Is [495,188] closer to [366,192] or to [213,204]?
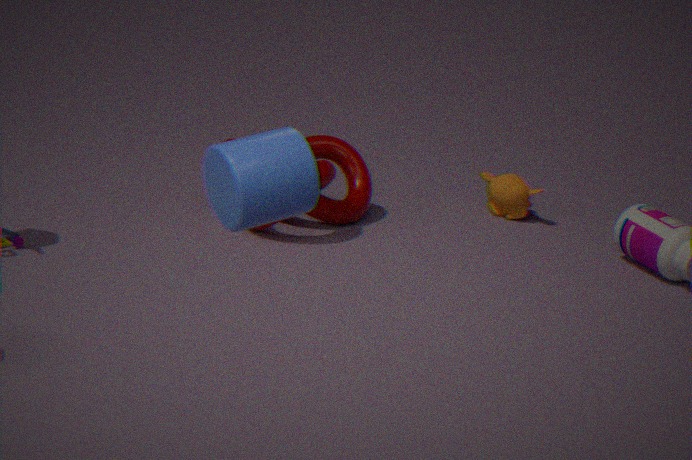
[366,192]
